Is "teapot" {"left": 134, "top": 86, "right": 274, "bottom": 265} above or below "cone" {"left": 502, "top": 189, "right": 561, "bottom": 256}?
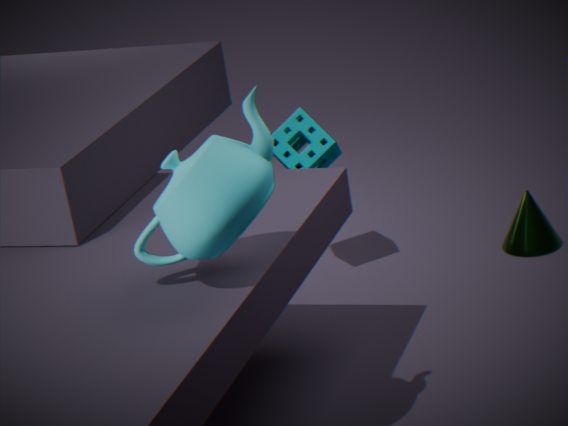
above
